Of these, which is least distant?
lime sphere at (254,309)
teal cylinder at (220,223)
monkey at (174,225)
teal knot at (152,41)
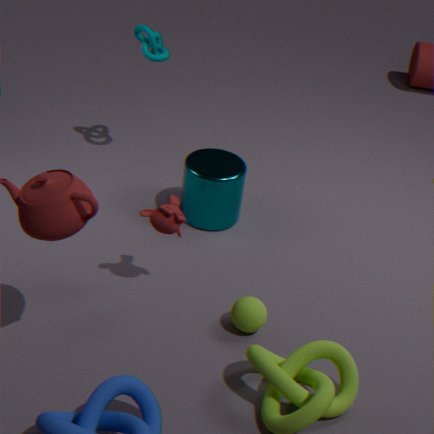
lime sphere at (254,309)
